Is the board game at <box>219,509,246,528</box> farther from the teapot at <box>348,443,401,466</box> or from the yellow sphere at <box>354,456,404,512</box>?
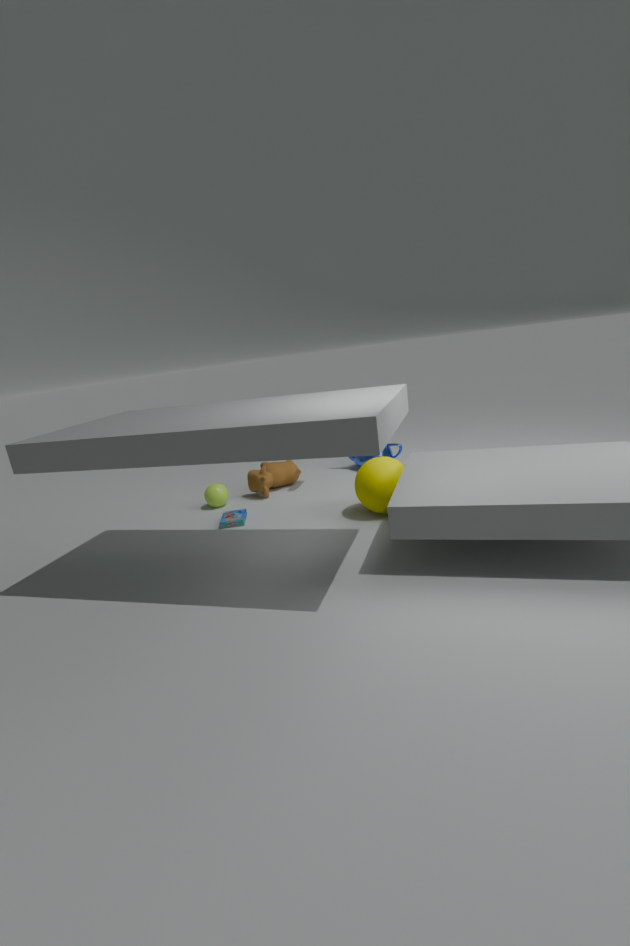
the teapot at <box>348,443,401,466</box>
